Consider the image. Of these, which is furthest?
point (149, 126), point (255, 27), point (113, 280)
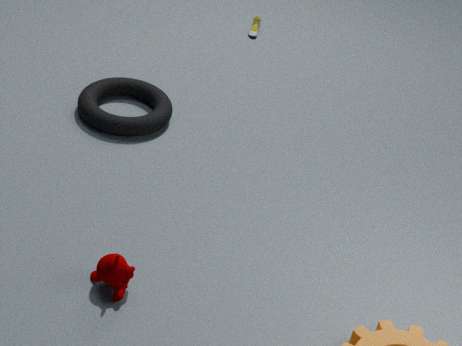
point (255, 27)
